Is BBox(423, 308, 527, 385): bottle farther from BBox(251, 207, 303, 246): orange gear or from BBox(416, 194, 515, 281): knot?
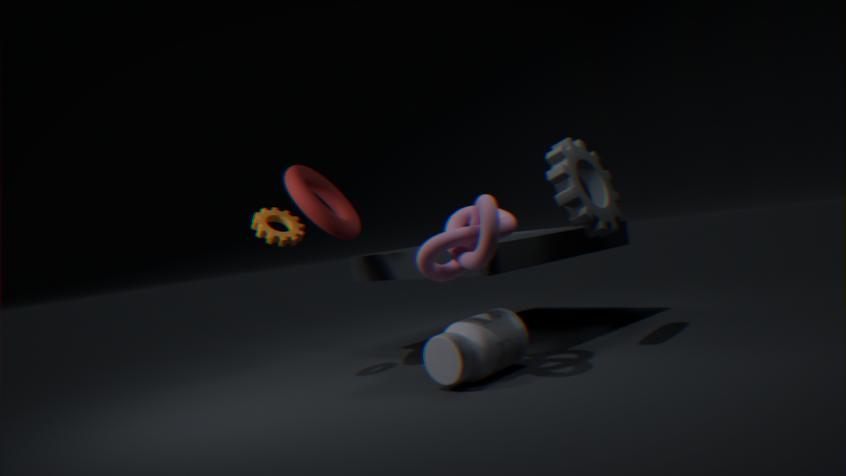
BBox(251, 207, 303, 246): orange gear
